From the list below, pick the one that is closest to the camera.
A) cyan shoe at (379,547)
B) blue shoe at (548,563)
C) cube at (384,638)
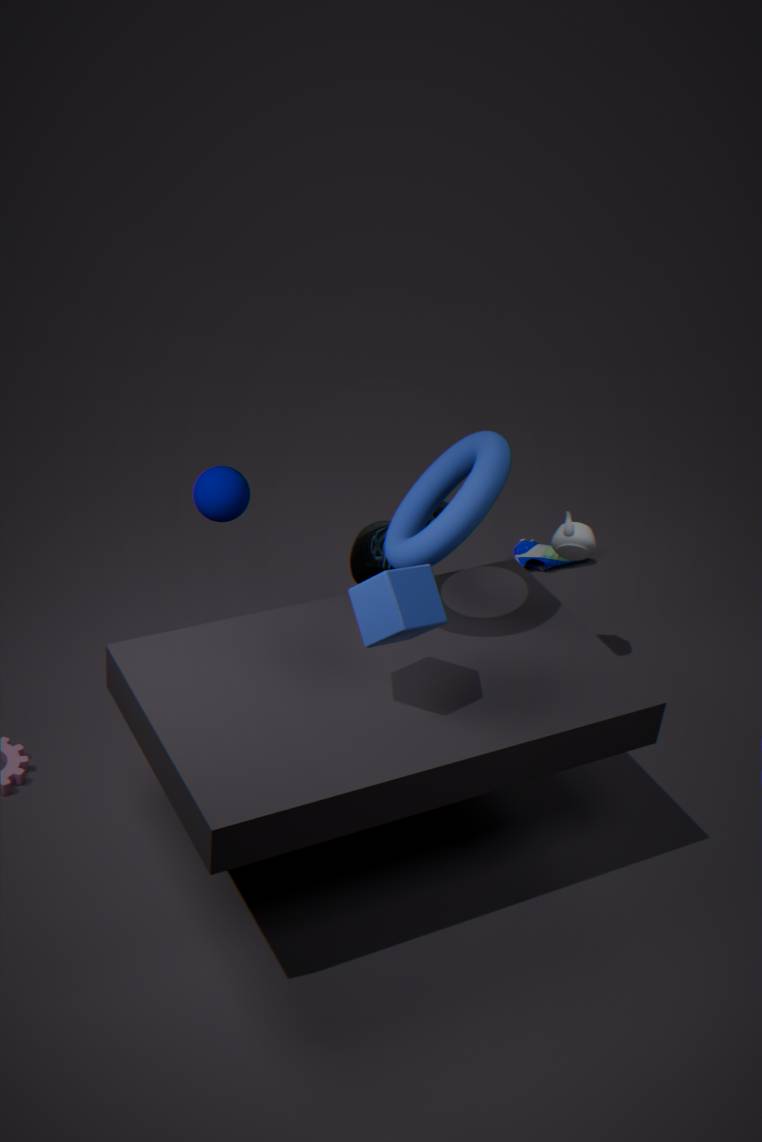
cube at (384,638)
